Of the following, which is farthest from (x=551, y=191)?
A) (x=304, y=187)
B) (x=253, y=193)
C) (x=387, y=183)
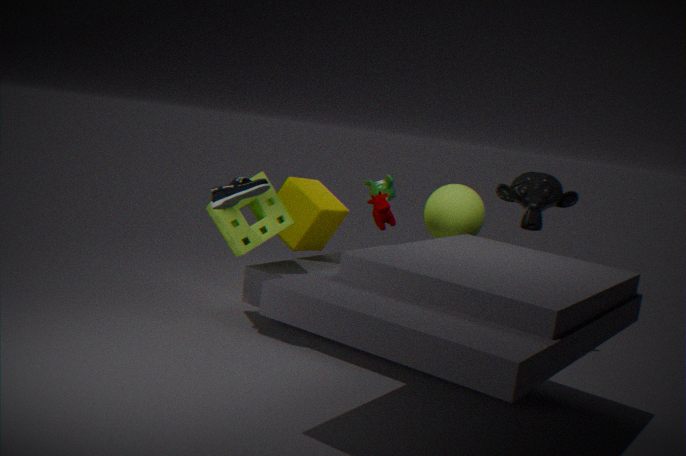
(x=253, y=193)
